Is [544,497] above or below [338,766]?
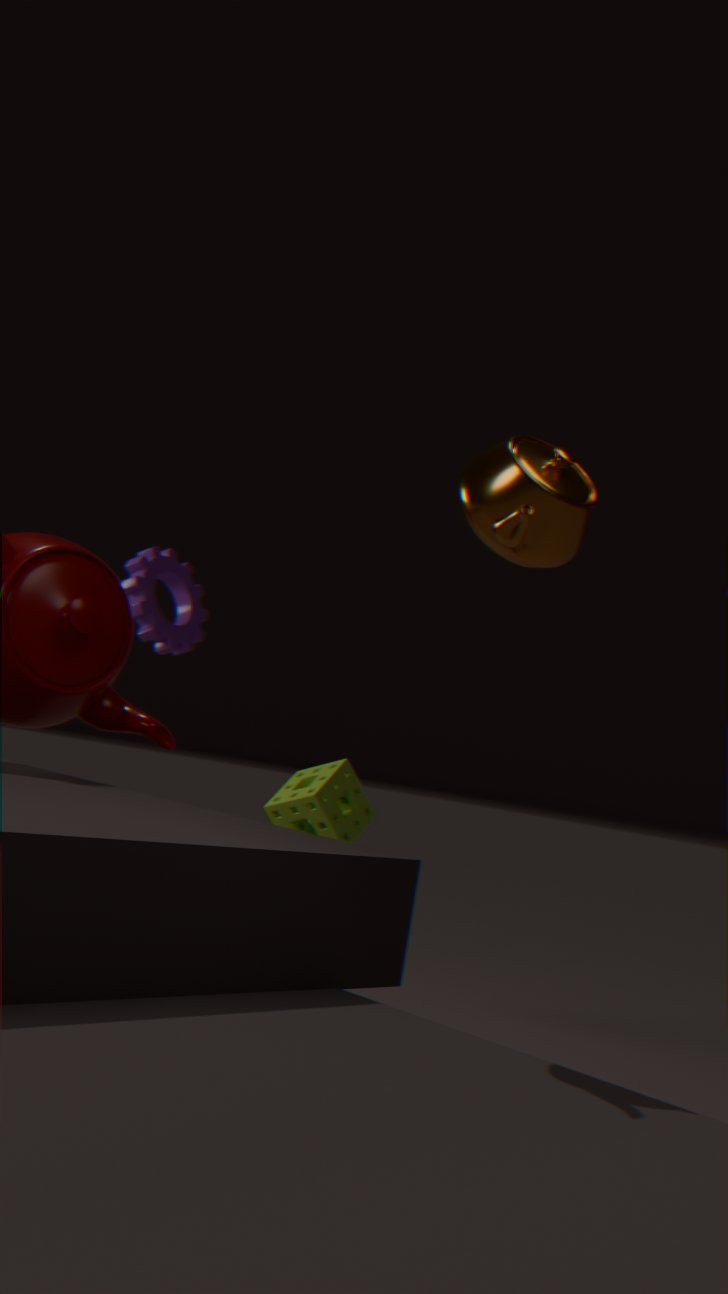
above
